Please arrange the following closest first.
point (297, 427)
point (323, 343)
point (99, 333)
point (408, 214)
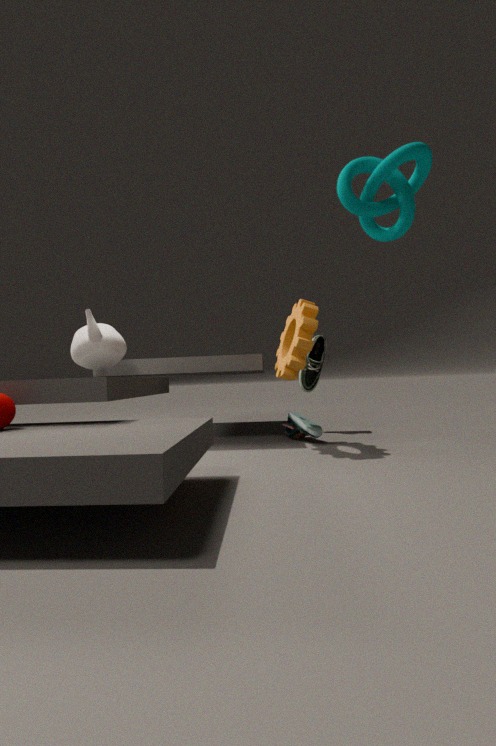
point (408, 214), point (99, 333), point (297, 427), point (323, 343)
